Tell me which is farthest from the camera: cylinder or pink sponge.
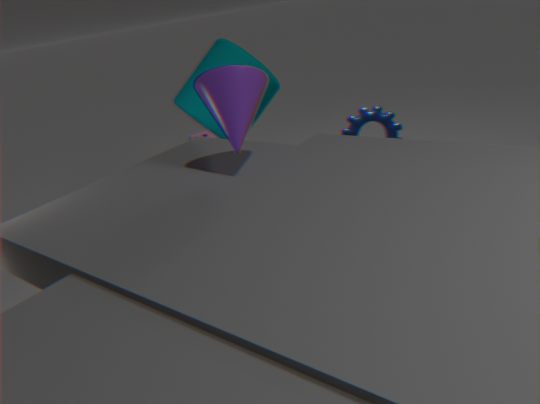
pink sponge
